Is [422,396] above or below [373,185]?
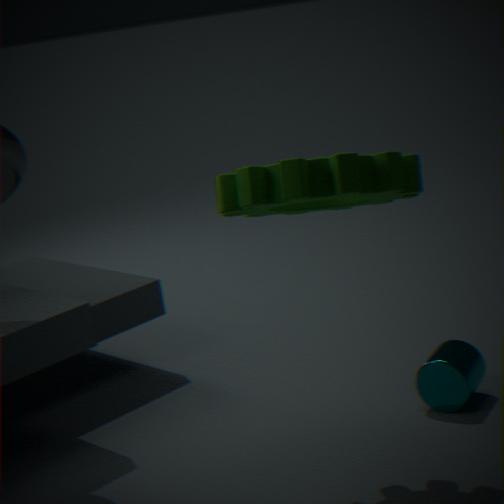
below
